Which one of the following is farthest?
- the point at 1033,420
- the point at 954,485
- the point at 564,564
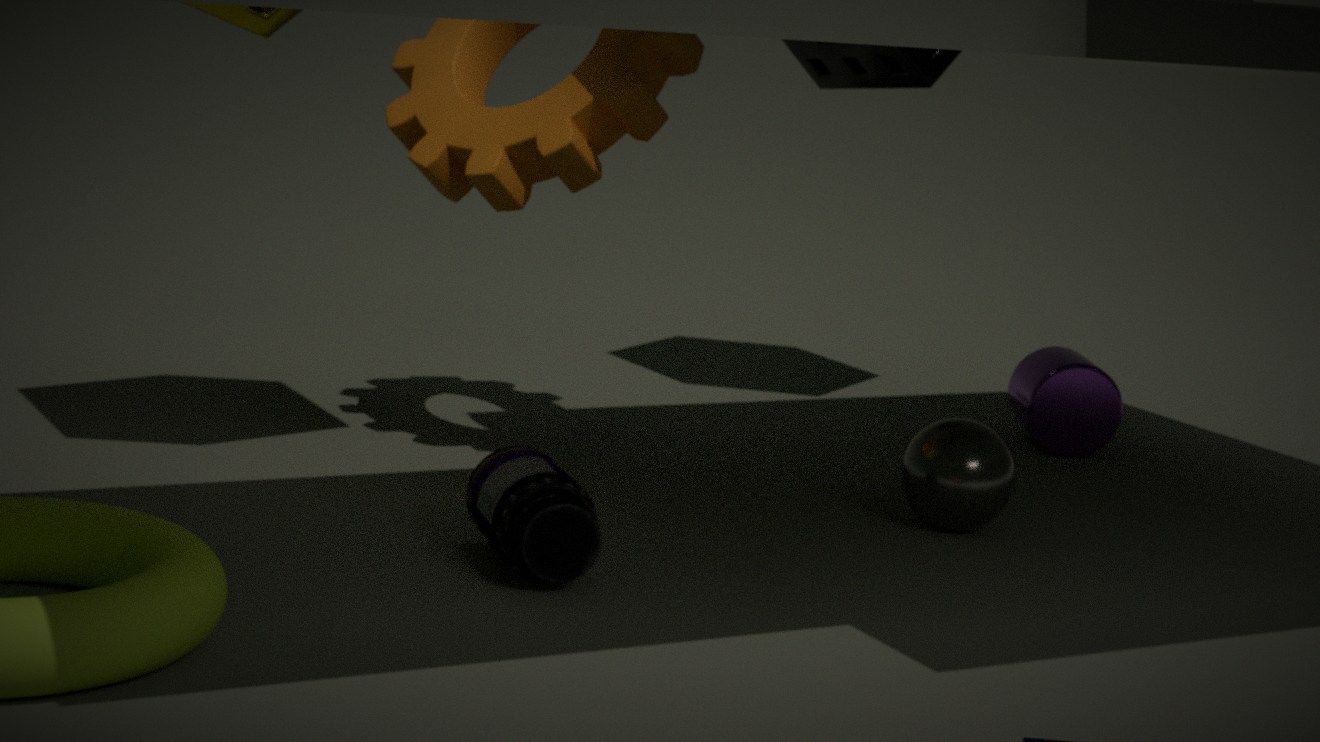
the point at 1033,420
